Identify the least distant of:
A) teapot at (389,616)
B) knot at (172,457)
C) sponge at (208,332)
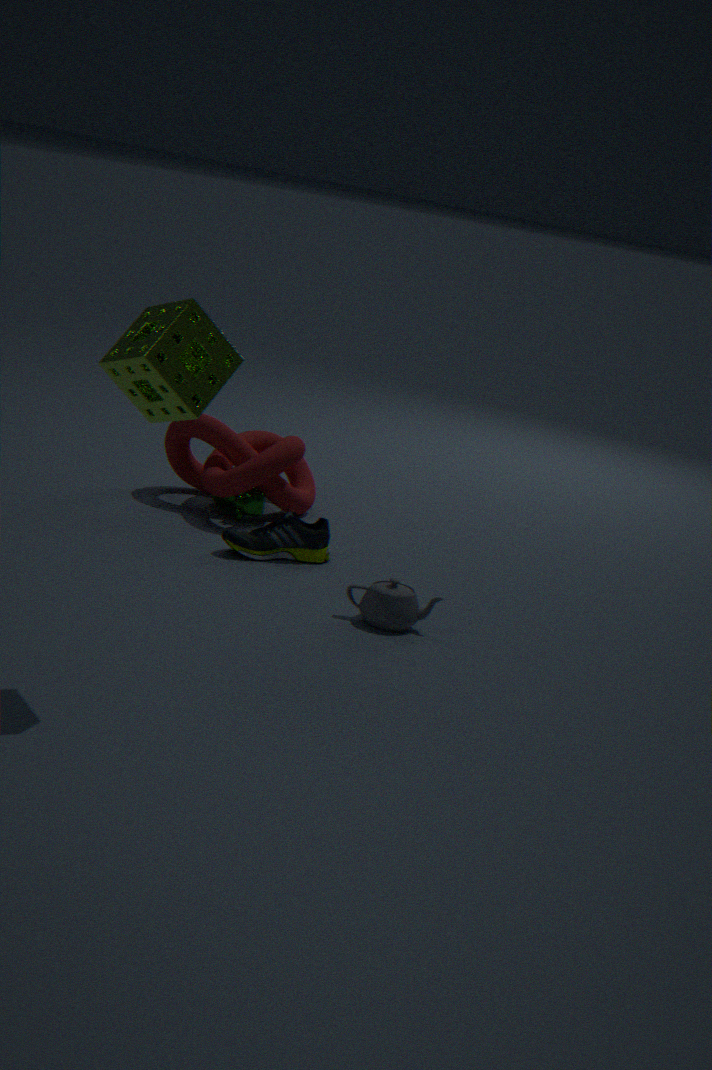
sponge at (208,332)
